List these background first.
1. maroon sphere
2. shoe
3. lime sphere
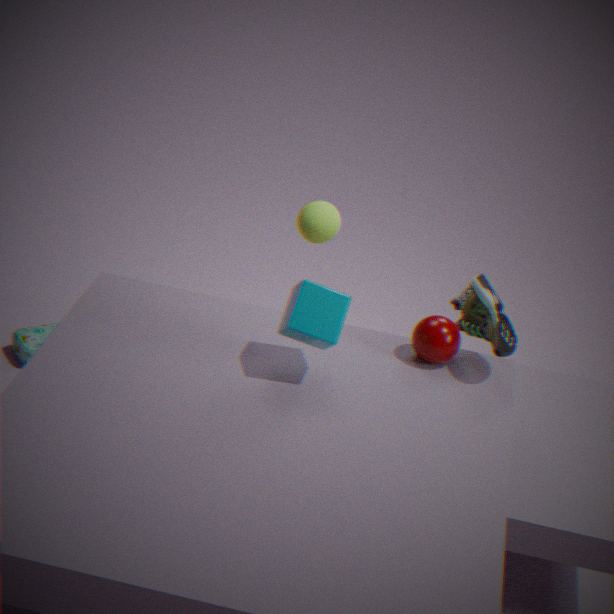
lime sphere
maroon sphere
shoe
